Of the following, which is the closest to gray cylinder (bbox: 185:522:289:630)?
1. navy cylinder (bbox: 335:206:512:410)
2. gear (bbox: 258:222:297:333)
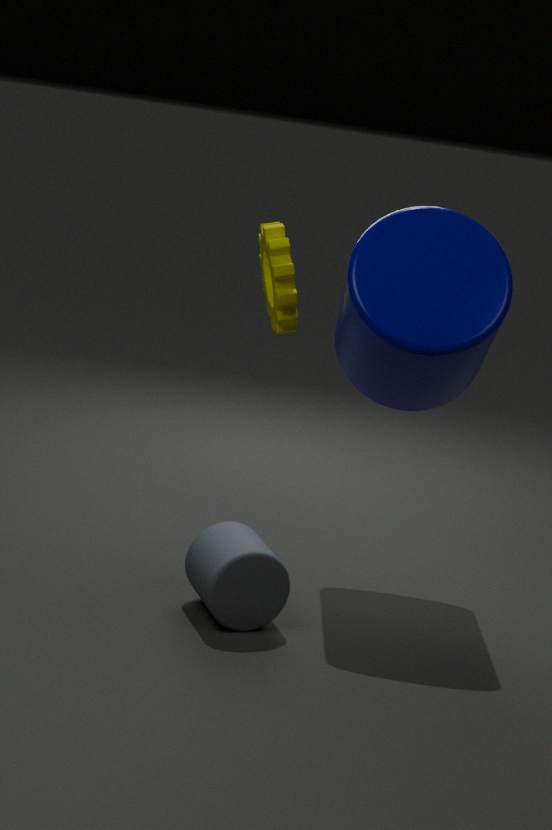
navy cylinder (bbox: 335:206:512:410)
